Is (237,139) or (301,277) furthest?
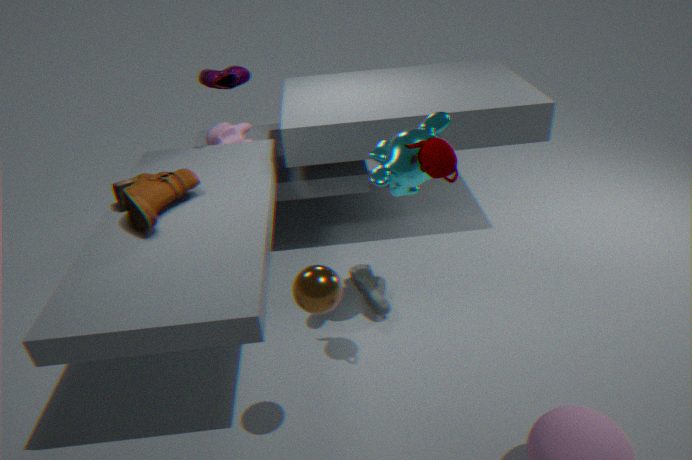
(237,139)
